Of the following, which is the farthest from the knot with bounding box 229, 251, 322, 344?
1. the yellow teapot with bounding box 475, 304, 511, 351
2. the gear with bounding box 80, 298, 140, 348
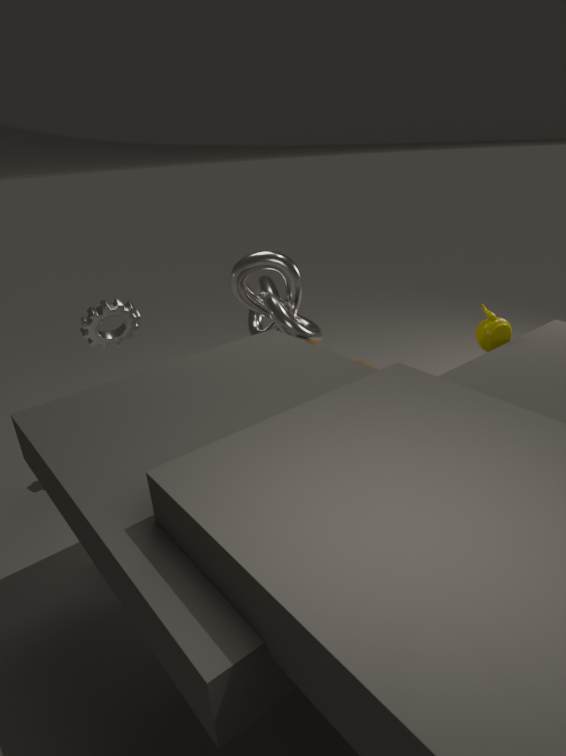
the yellow teapot with bounding box 475, 304, 511, 351
